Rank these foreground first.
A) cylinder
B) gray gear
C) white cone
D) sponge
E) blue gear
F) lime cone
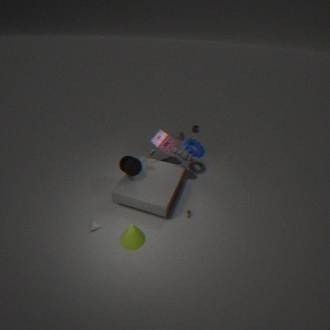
lime cone → white cone → cylinder → gray gear → blue gear → sponge
